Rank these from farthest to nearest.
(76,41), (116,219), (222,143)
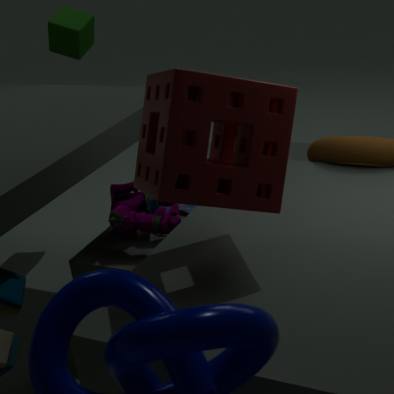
(76,41)
(116,219)
(222,143)
